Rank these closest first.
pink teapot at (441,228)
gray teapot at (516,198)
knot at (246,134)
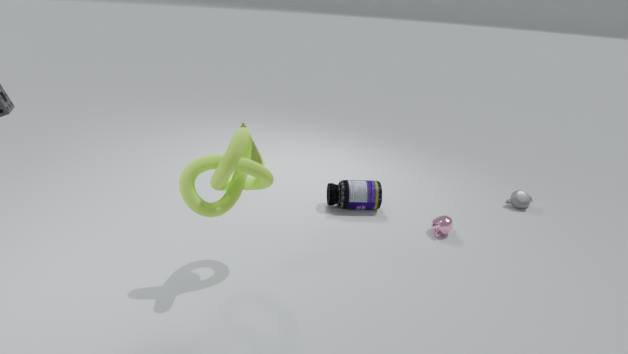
knot at (246,134) < pink teapot at (441,228) < gray teapot at (516,198)
